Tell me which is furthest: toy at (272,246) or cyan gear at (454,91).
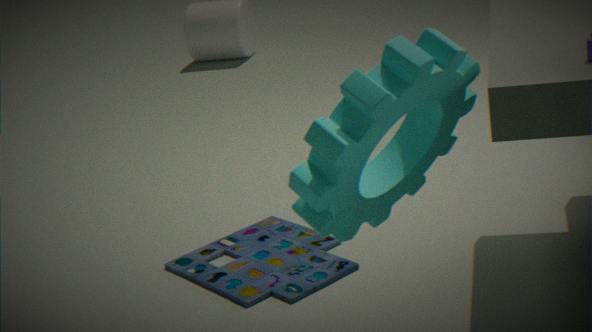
toy at (272,246)
